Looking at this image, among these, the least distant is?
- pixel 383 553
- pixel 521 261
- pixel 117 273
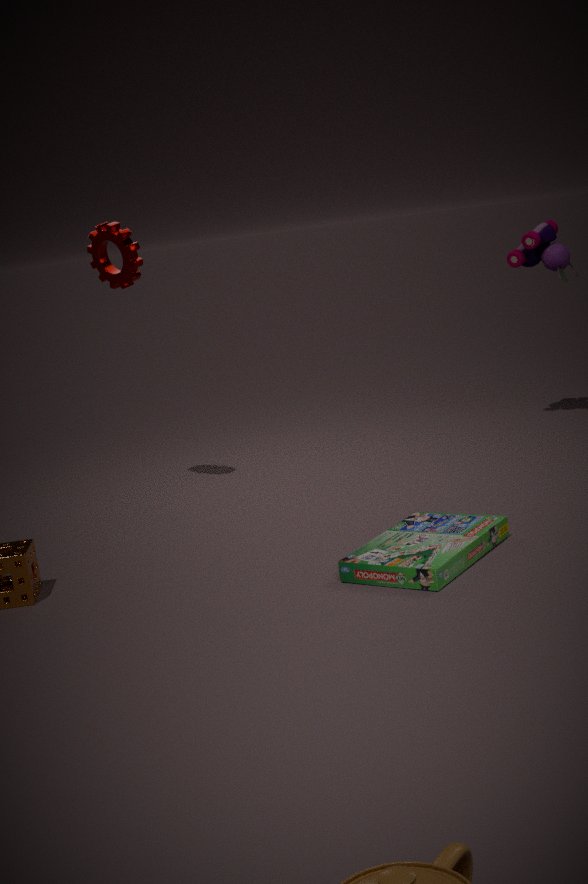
pixel 383 553
